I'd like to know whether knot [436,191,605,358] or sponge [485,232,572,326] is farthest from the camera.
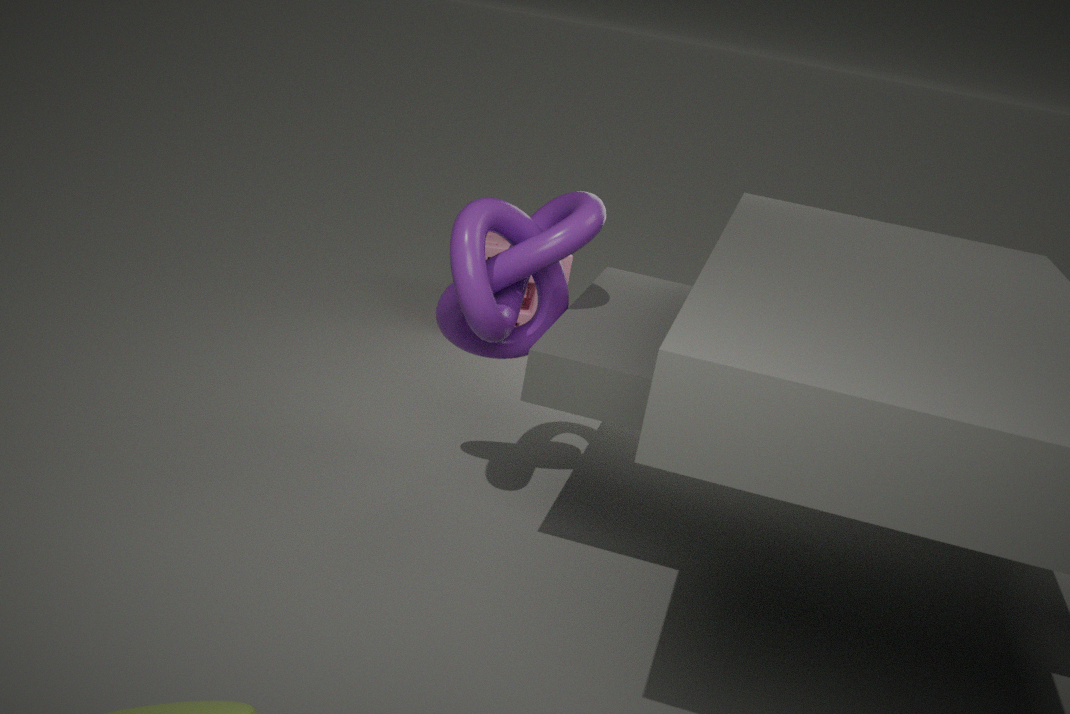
sponge [485,232,572,326]
